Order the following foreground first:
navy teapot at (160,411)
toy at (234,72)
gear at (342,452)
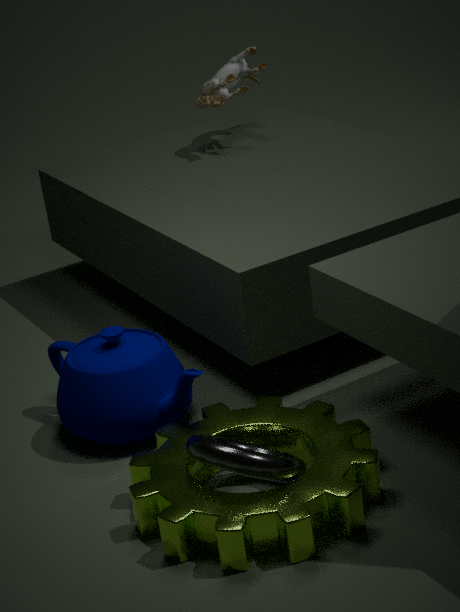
gear at (342,452)
navy teapot at (160,411)
toy at (234,72)
